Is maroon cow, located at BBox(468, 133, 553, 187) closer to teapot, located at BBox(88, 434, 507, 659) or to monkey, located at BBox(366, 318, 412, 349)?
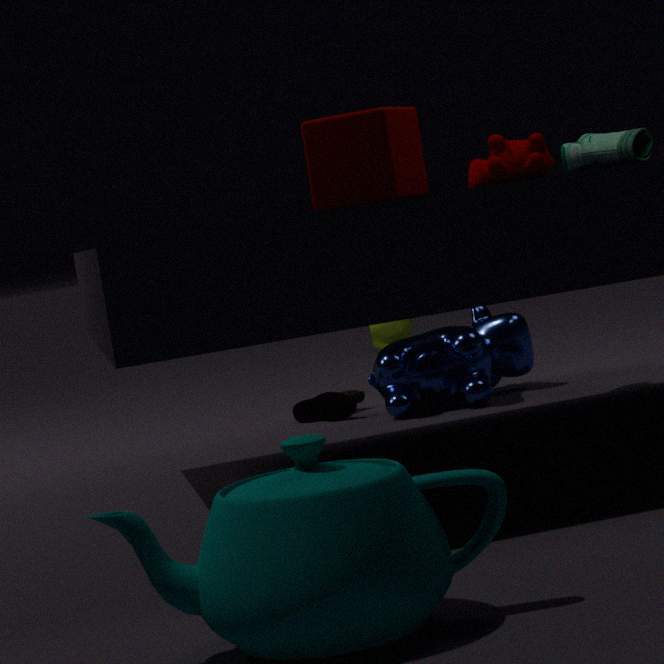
teapot, located at BBox(88, 434, 507, 659)
